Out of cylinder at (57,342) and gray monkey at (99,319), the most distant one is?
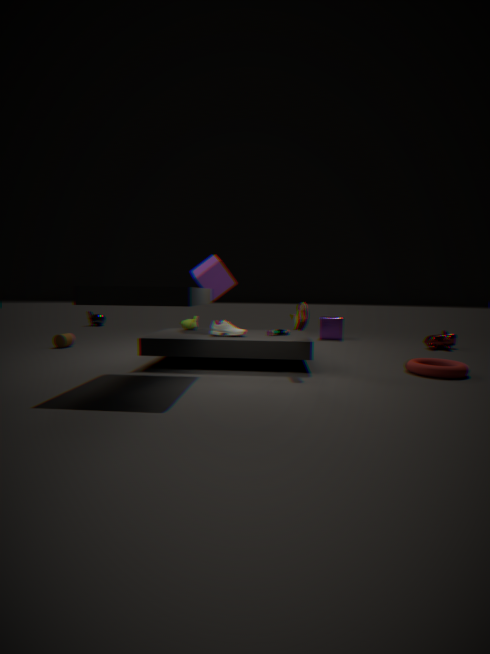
gray monkey at (99,319)
